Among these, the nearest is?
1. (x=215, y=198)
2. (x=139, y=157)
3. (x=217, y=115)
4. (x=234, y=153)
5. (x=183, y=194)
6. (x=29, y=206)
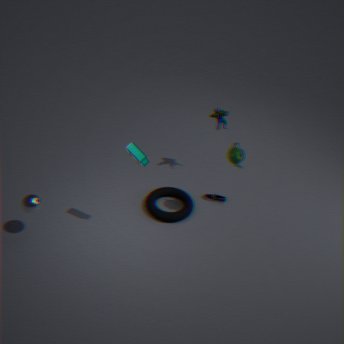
(x=139, y=157)
